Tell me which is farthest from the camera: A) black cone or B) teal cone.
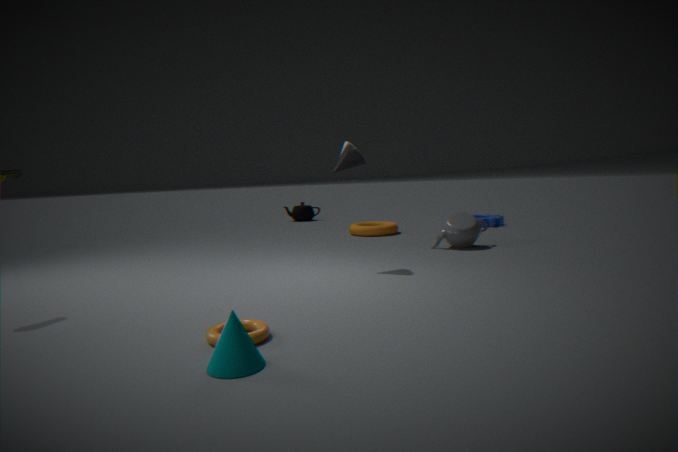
A. black cone
